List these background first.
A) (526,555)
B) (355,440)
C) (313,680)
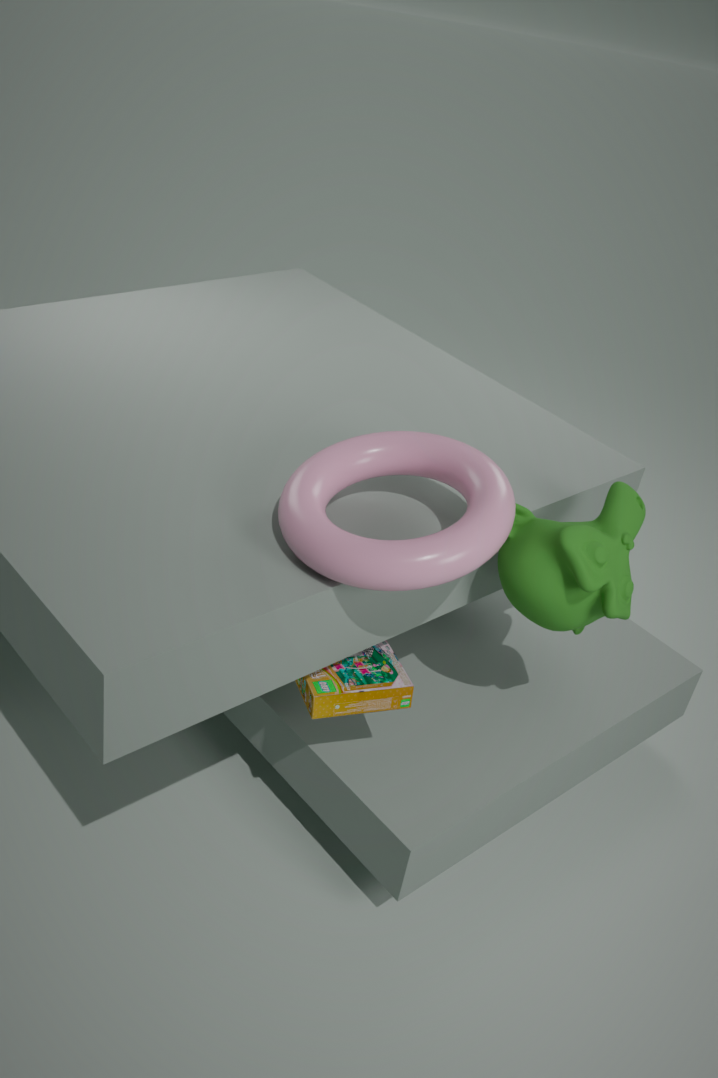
(355,440)
(526,555)
(313,680)
